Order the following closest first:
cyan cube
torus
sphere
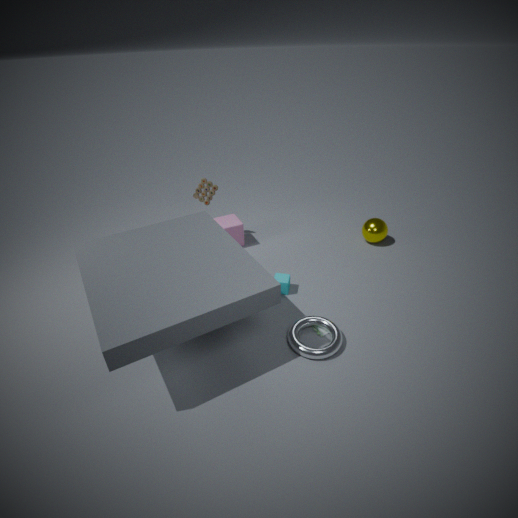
torus, cyan cube, sphere
